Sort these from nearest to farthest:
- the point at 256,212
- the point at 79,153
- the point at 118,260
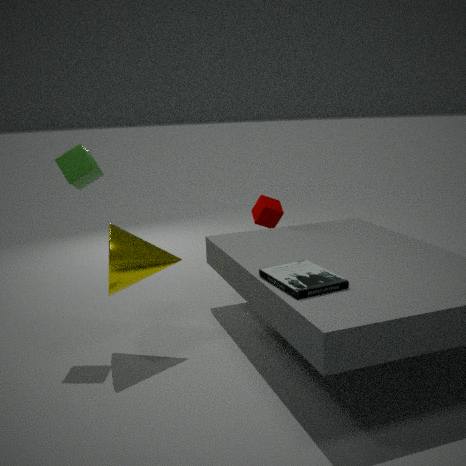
the point at 118,260 → the point at 79,153 → the point at 256,212
